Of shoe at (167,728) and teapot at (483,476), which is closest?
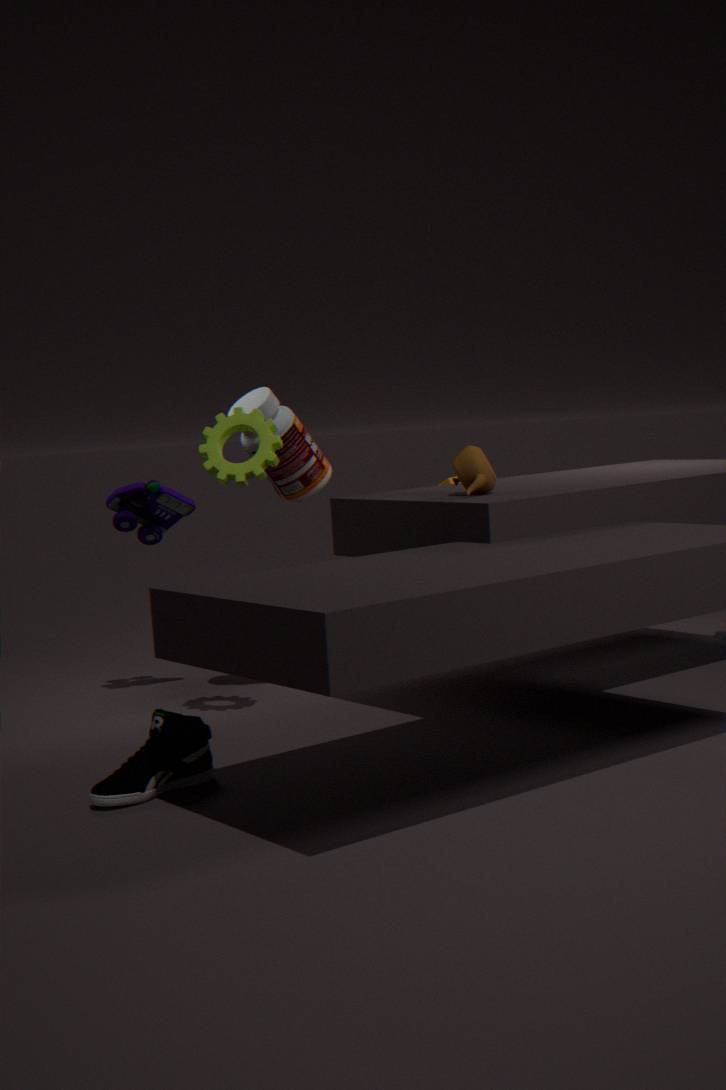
shoe at (167,728)
